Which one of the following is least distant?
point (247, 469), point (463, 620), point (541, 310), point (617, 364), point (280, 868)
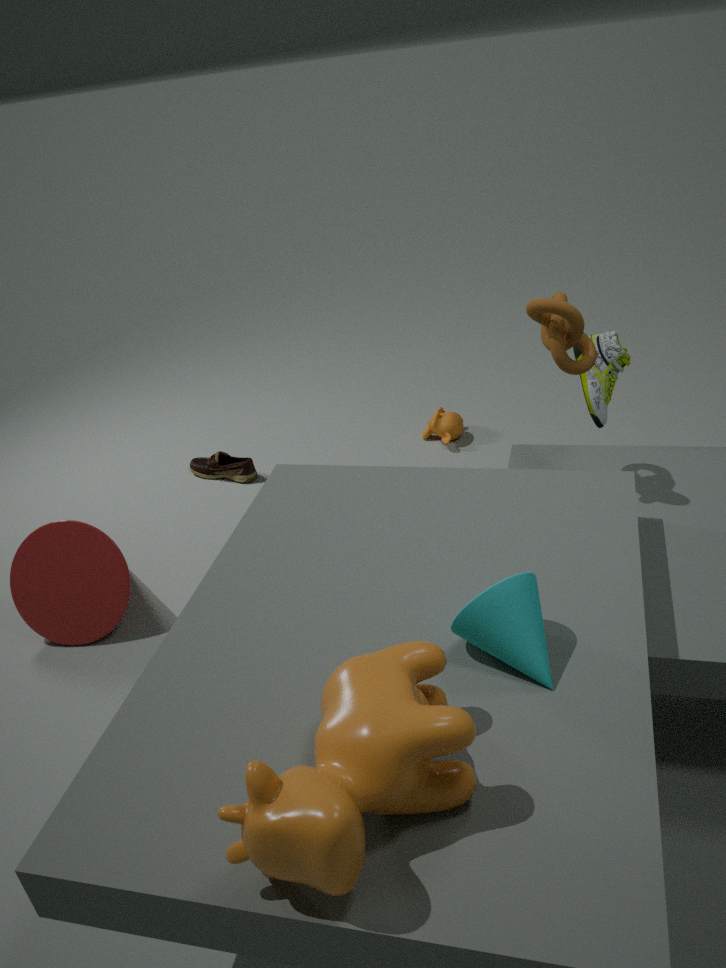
point (280, 868)
